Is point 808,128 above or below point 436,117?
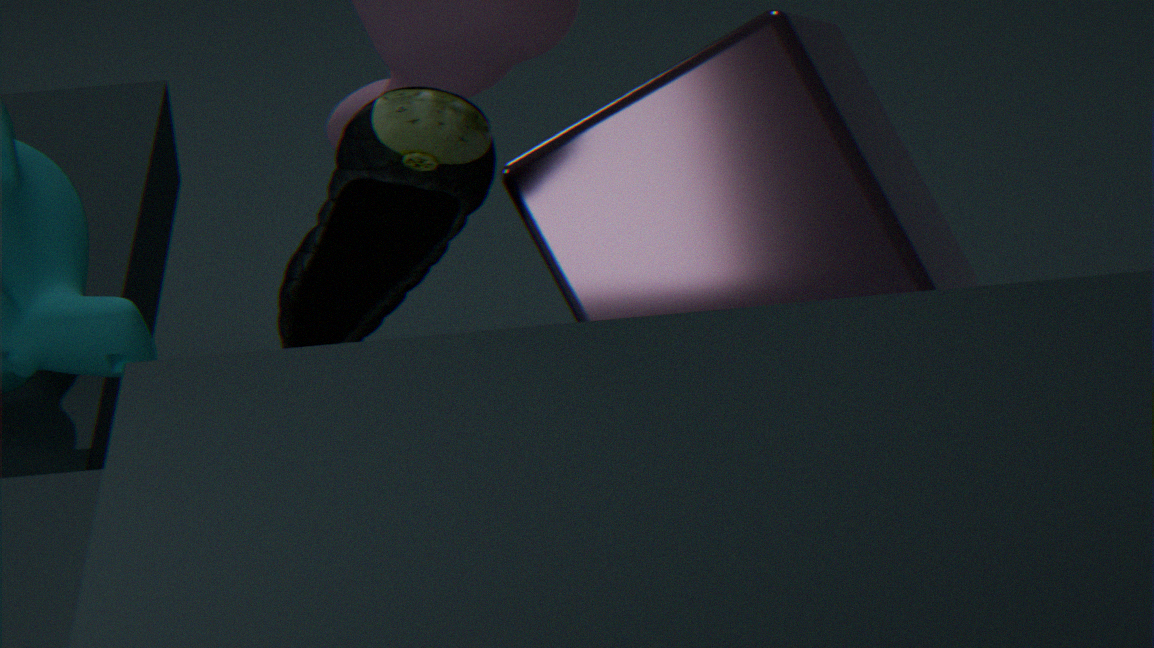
below
